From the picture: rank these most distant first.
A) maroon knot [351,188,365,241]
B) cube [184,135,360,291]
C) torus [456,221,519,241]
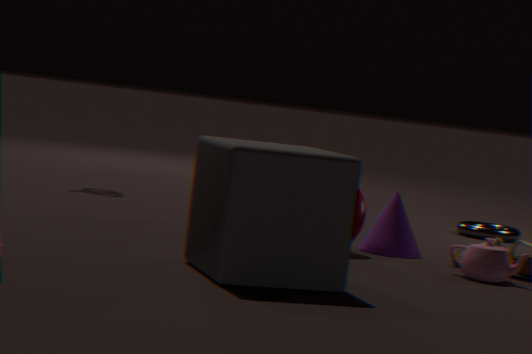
torus [456,221,519,241]
maroon knot [351,188,365,241]
cube [184,135,360,291]
